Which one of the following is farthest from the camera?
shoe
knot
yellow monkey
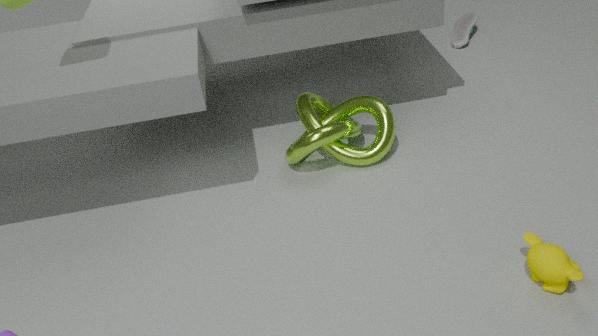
shoe
